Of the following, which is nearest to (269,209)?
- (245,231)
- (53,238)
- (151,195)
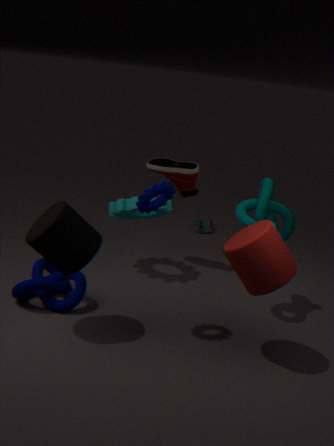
(245,231)
